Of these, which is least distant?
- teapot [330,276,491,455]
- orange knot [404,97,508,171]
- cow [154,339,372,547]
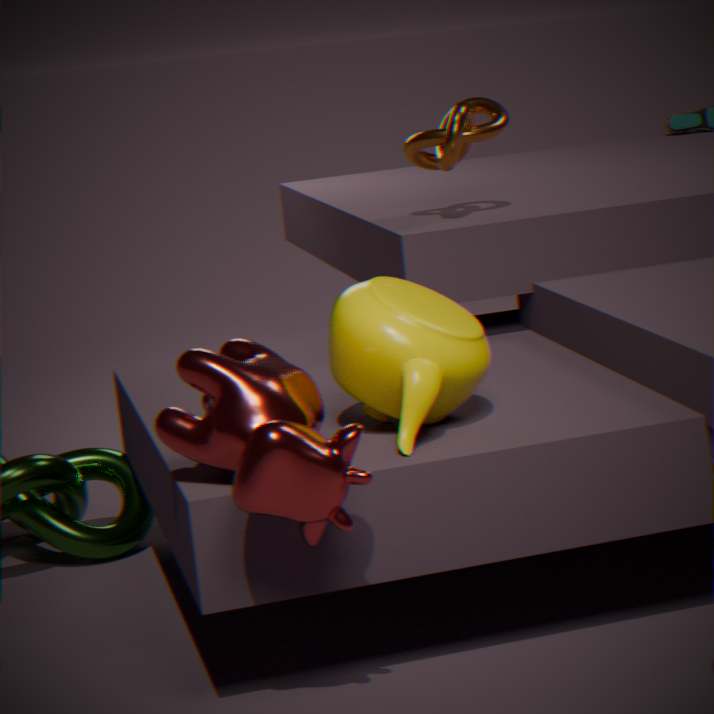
cow [154,339,372,547]
